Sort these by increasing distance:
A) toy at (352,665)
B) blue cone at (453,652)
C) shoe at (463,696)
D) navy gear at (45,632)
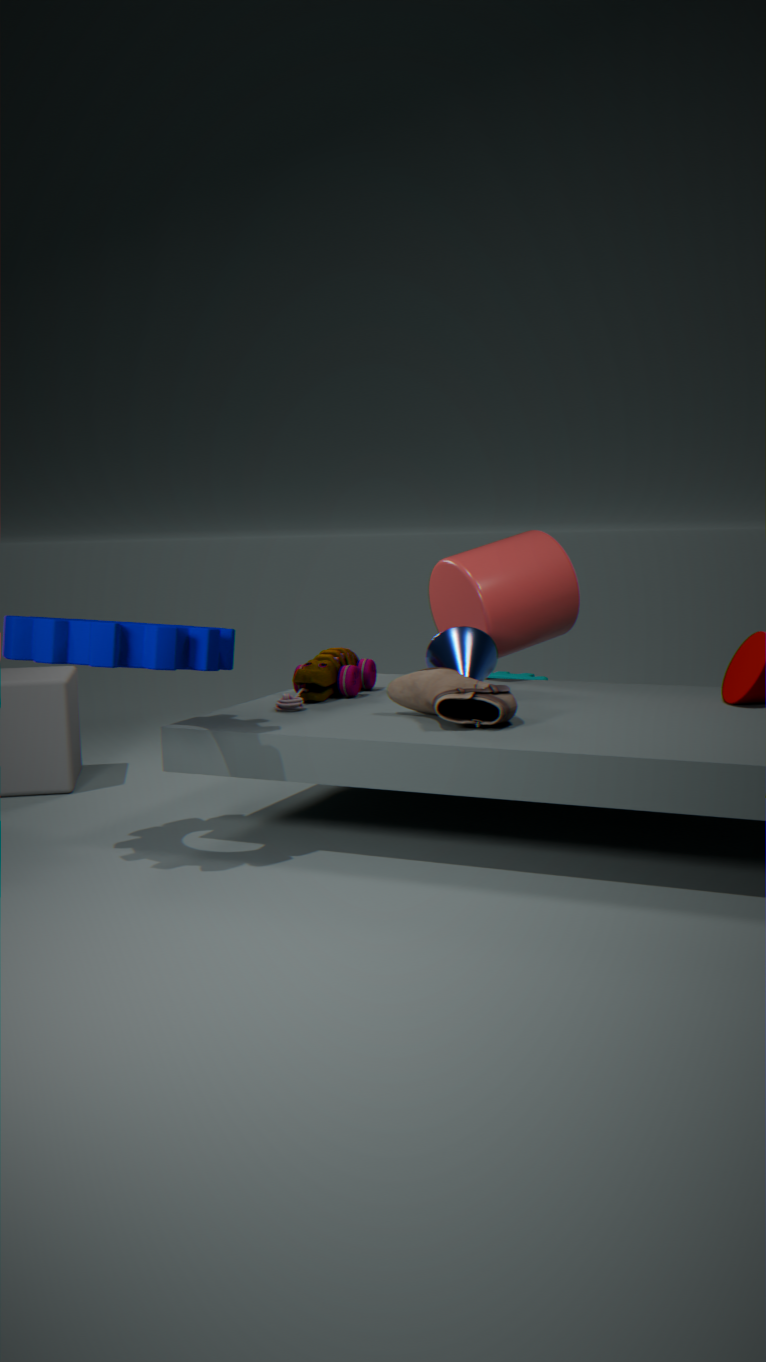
1. navy gear at (45,632)
2. shoe at (463,696)
3. toy at (352,665)
4. blue cone at (453,652)
